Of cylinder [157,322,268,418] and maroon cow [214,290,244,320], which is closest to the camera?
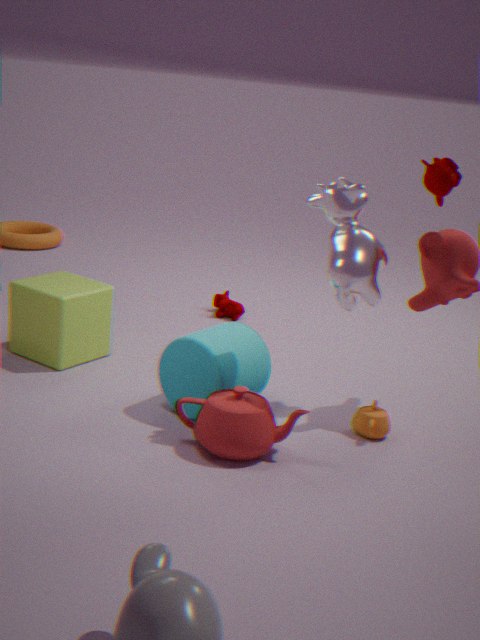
cylinder [157,322,268,418]
